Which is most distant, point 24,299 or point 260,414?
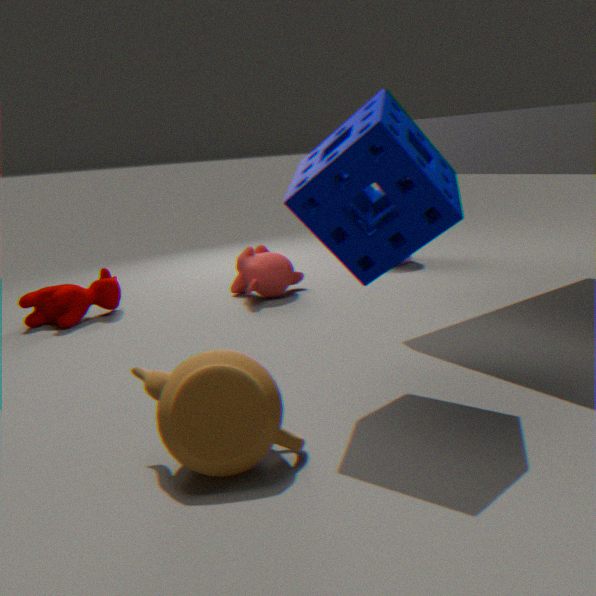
point 24,299
